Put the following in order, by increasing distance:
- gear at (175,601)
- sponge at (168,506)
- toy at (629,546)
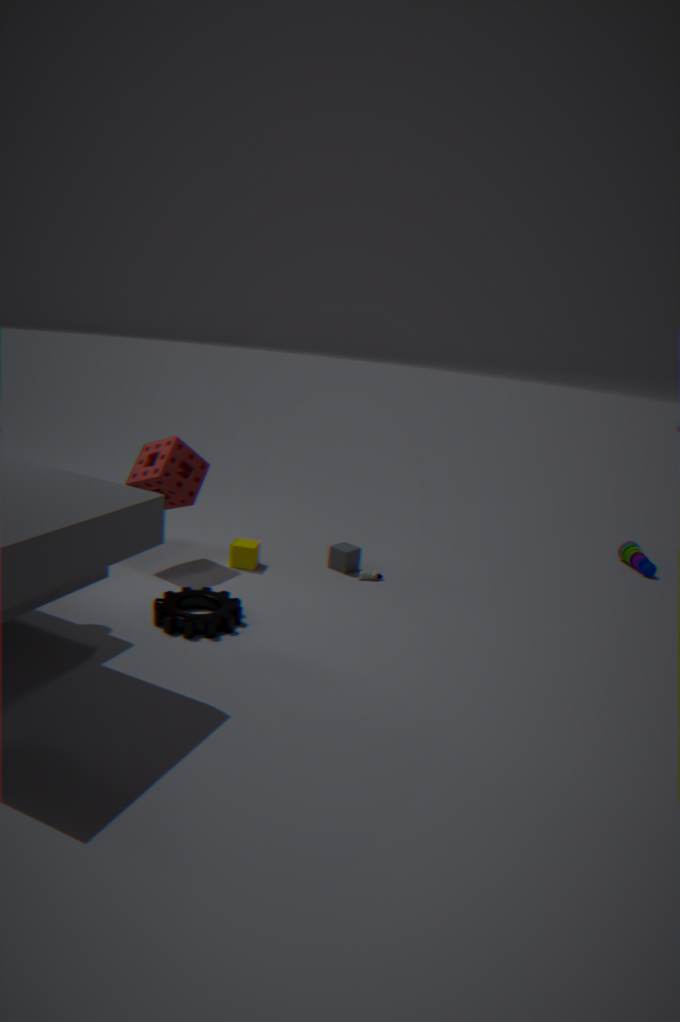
1. gear at (175,601)
2. sponge at (168,506)
3. toy at (629,546)
